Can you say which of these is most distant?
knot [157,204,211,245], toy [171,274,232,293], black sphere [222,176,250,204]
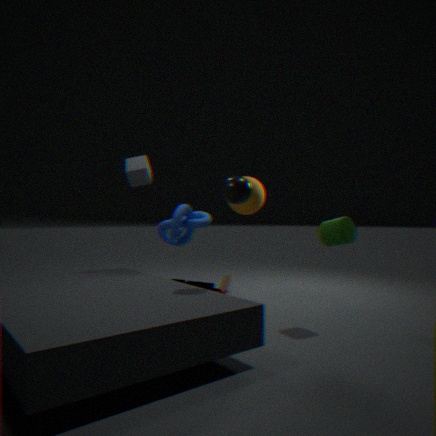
knot [157,204,211,245]
